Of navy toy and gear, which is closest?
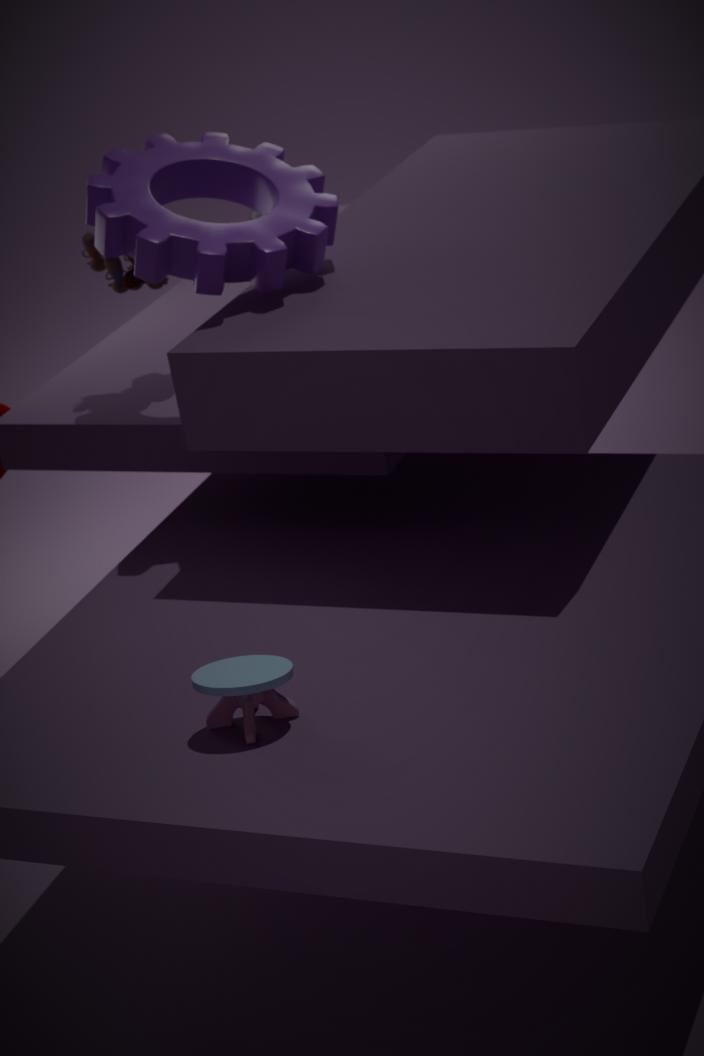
navy toy
